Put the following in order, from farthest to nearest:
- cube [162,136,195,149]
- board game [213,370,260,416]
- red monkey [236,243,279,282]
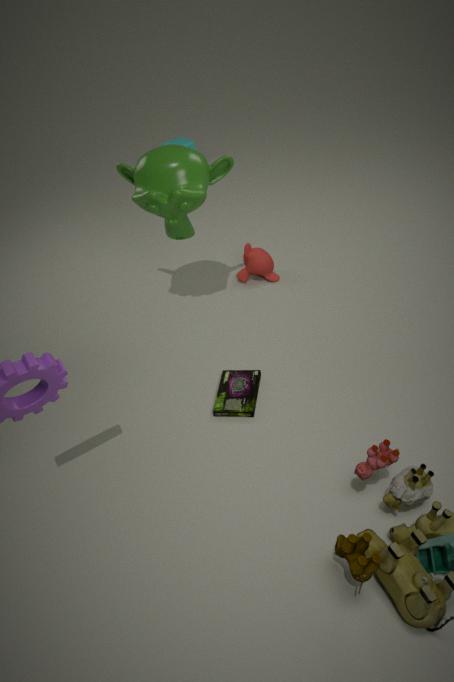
cube [162,136,195,149] < red monkey [236,243,279,282] < board game [213,370,260,416]
